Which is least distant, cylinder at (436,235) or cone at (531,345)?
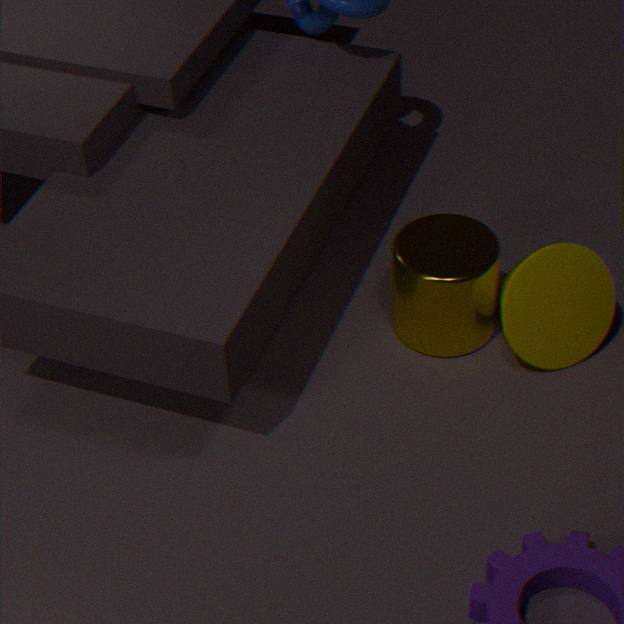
cylinder at (436,235)
